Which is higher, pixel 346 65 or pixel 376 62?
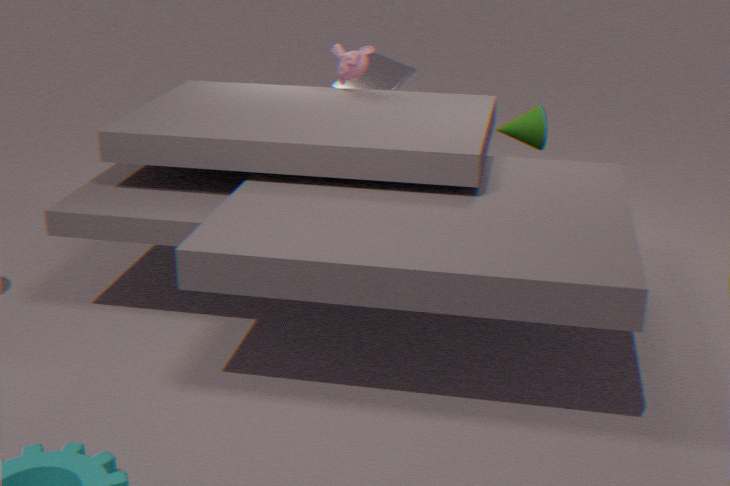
pixel 346 65
